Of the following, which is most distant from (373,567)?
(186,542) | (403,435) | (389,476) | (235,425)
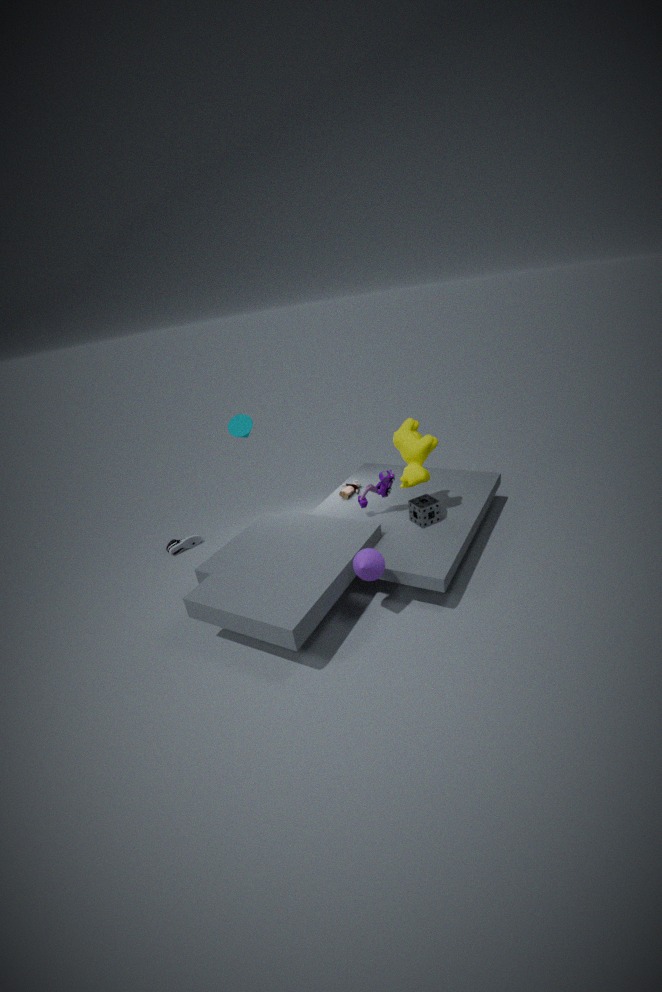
(186,542)
